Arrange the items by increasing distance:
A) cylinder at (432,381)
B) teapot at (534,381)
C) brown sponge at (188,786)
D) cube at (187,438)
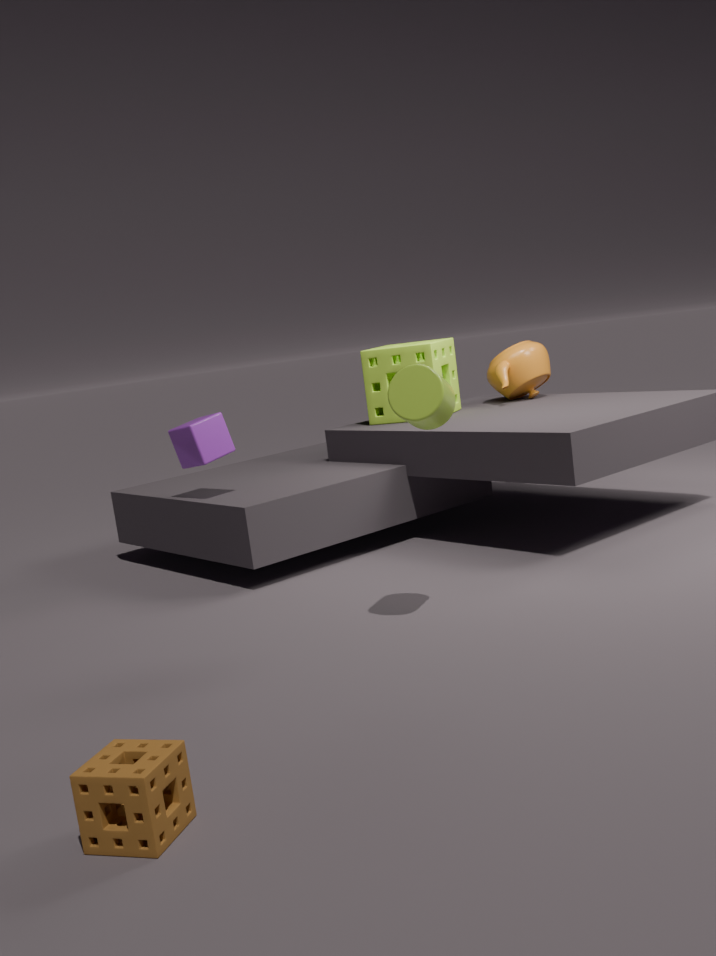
brown sponge at (188,786)
cylinder at (432,381)
cube at (187,438)
teapot at (534,381)
